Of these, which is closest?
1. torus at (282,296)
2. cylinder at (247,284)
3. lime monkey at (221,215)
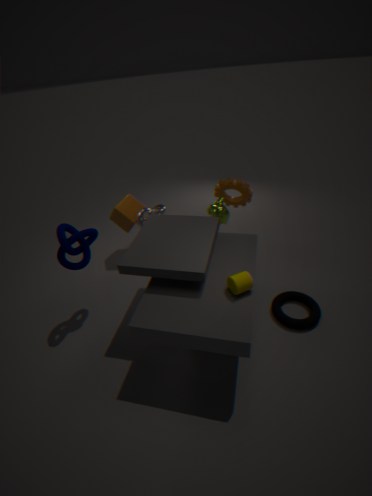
cylinder at (247,284)
